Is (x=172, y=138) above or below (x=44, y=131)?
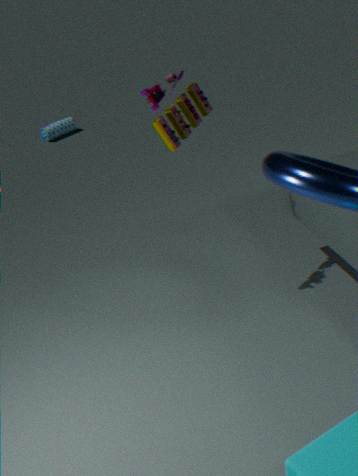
above
